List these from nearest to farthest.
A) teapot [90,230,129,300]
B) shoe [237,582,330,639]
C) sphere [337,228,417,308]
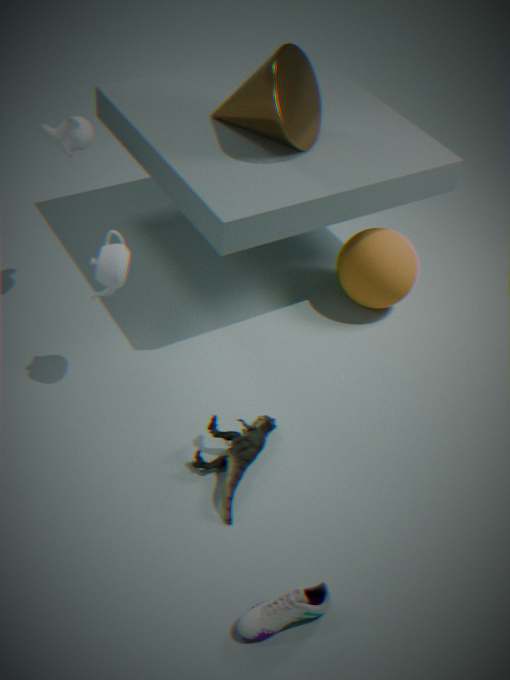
shoe [237,582,330,639]
teapot [90,230,129,300]
sphere [337,228,417,308]
